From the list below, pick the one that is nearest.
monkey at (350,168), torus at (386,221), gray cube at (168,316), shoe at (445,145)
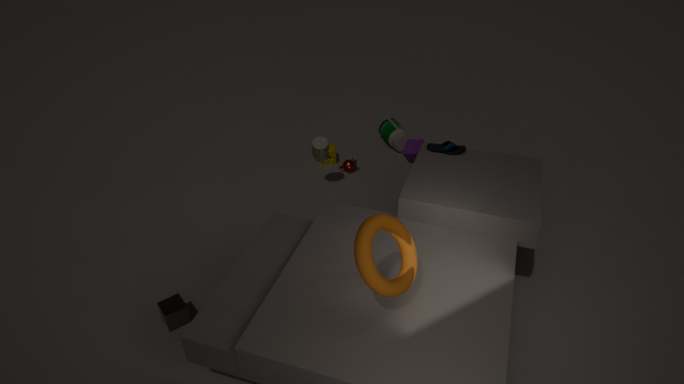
torus at (386,221)
